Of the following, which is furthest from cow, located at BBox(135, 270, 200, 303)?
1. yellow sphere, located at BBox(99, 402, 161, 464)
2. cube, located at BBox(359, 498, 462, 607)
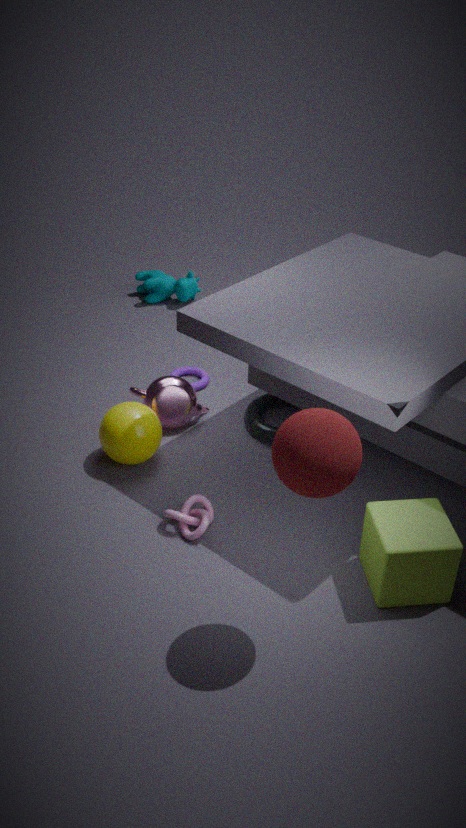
cube, located at BBox(359, 498, 462, 607)
